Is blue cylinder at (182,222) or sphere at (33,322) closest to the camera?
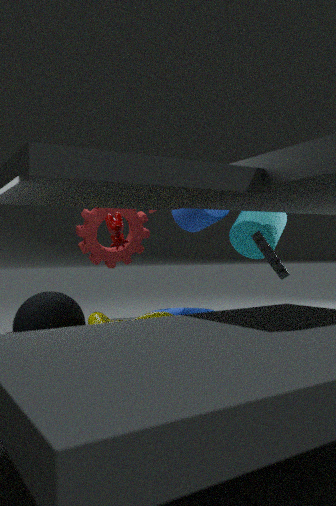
sphere at (33,322)
